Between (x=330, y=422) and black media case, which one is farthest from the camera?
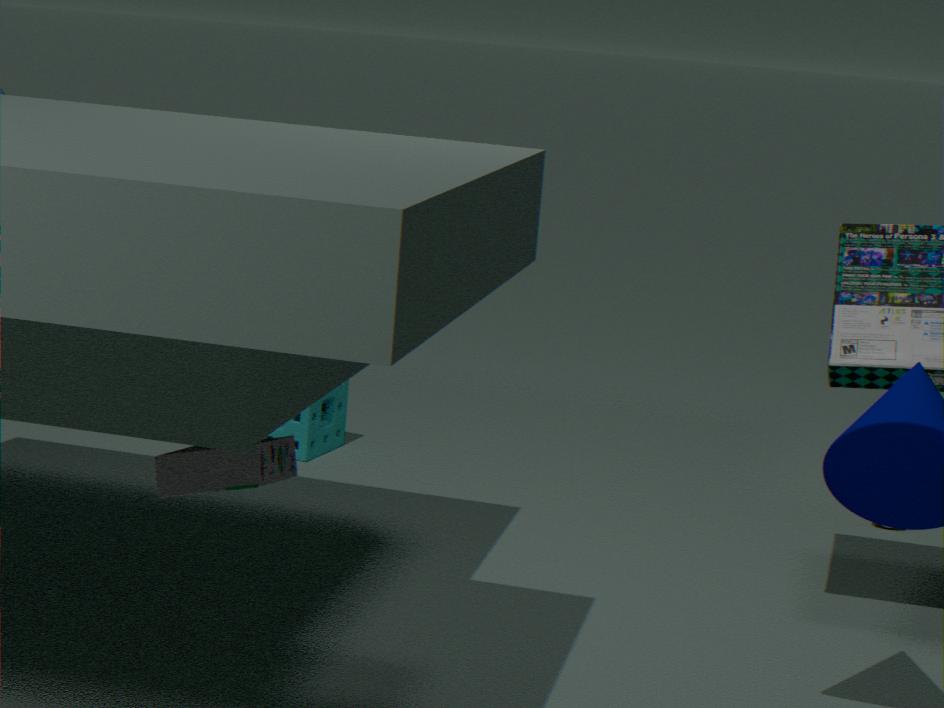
(x=330, y=422)
